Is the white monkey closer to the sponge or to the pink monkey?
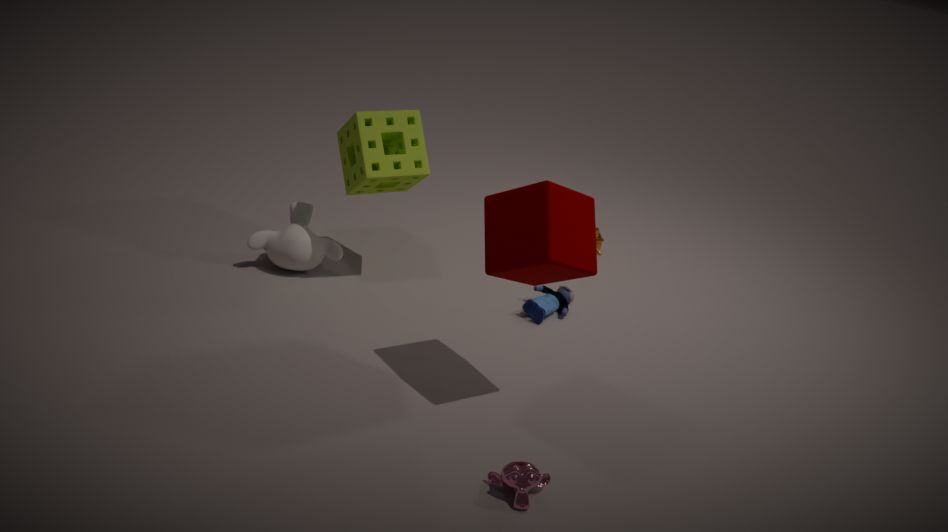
the sponge
